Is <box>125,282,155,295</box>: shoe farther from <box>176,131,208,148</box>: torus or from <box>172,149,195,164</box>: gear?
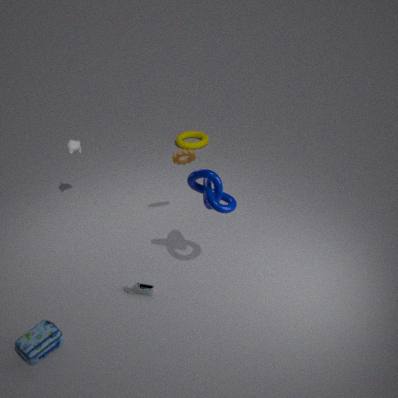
<box>176,131,208,148</box>: torus
